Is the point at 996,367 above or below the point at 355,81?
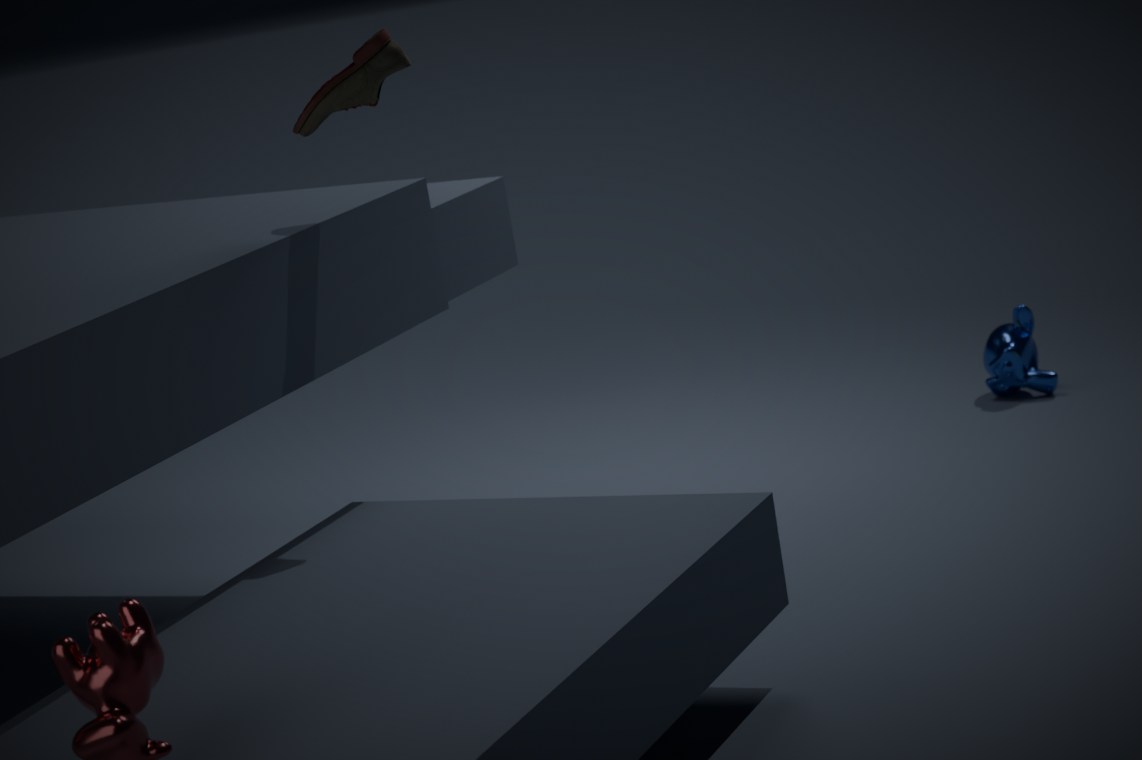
below
